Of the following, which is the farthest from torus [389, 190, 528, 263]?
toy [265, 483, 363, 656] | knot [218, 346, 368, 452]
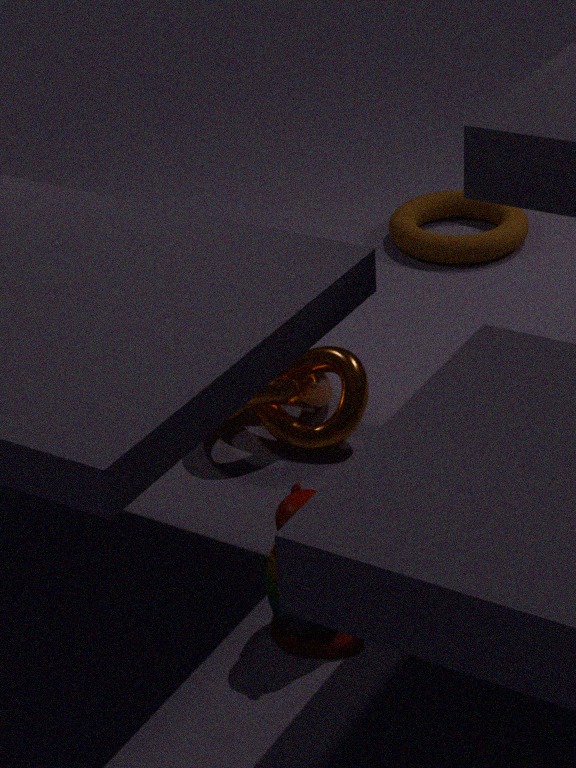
toy [265, 483, 363, 656]
